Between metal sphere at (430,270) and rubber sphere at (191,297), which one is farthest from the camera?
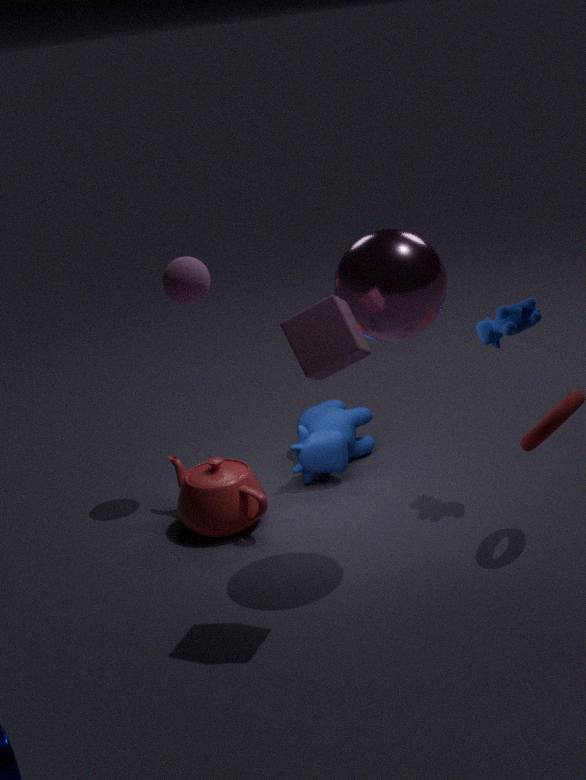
rubber sphere at (191,297)
